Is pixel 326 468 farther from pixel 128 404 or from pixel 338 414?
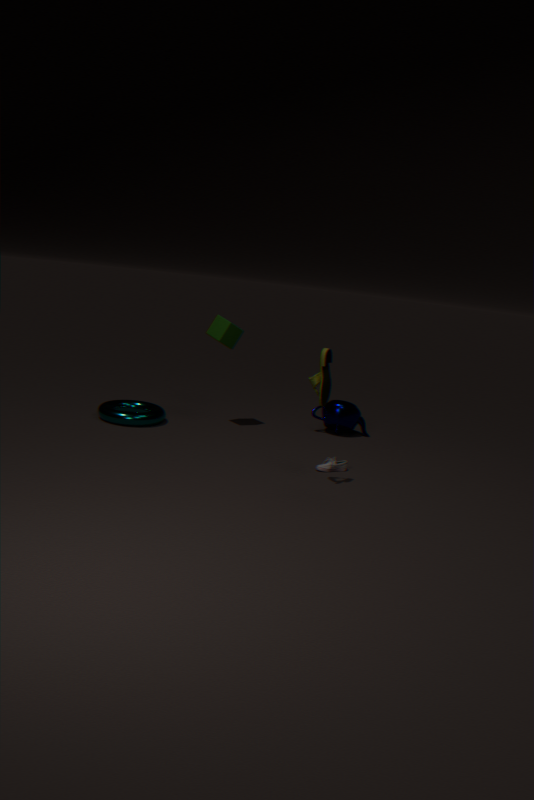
pixel 128 404
